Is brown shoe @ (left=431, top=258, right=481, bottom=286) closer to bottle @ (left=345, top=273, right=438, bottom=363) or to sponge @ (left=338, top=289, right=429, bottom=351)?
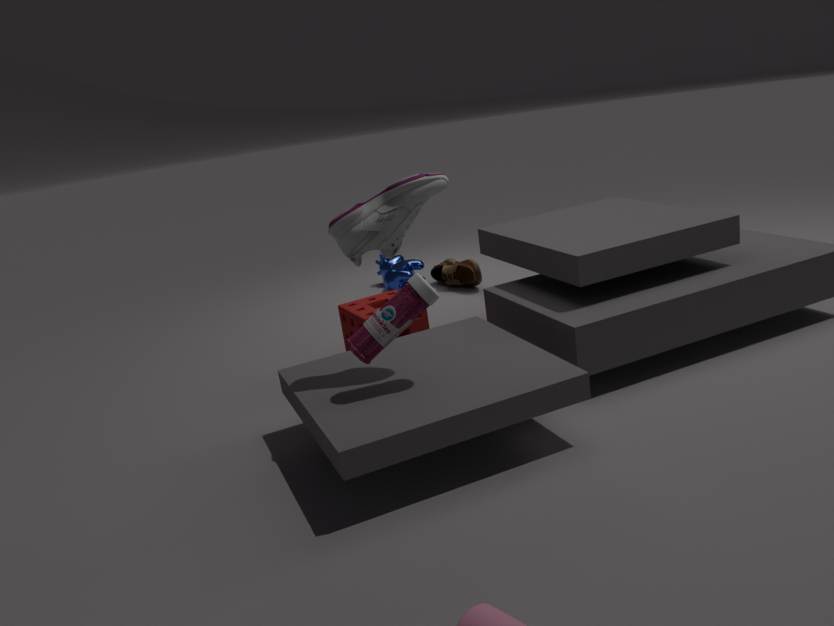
sponge @ (left=338, top=289, right=429, bottom=351)
